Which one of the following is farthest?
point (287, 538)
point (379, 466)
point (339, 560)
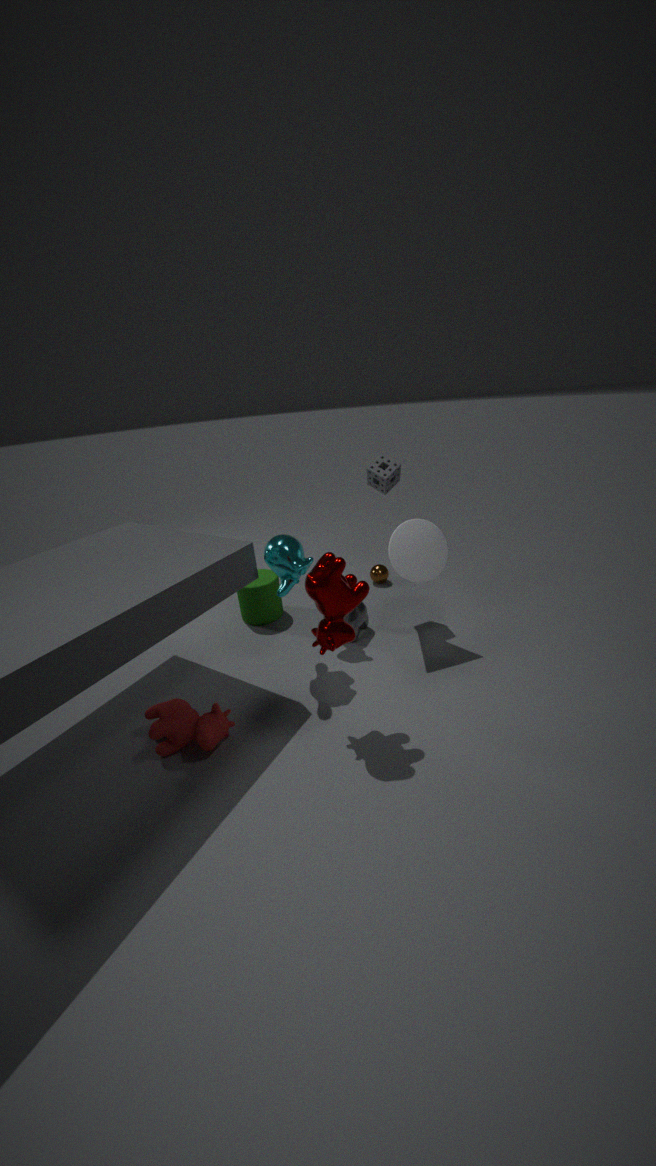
point (379, 466)
